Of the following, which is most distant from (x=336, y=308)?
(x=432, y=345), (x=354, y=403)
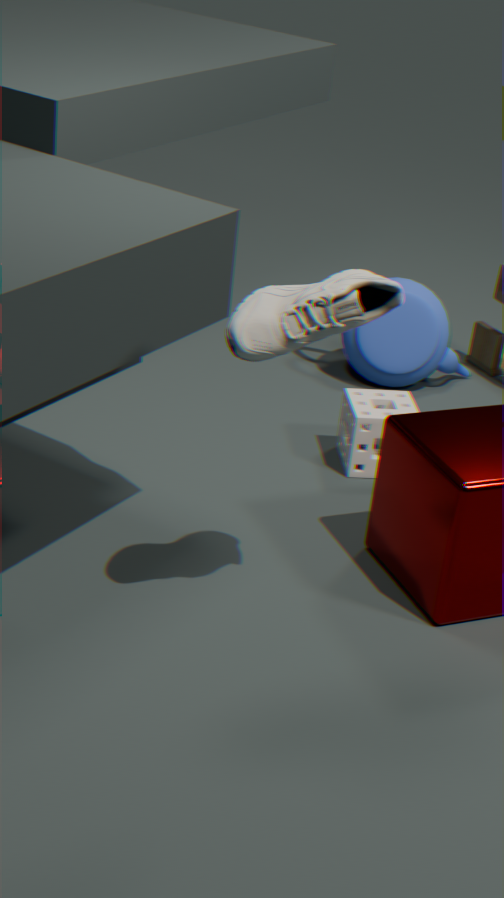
(x=432, y=345)
